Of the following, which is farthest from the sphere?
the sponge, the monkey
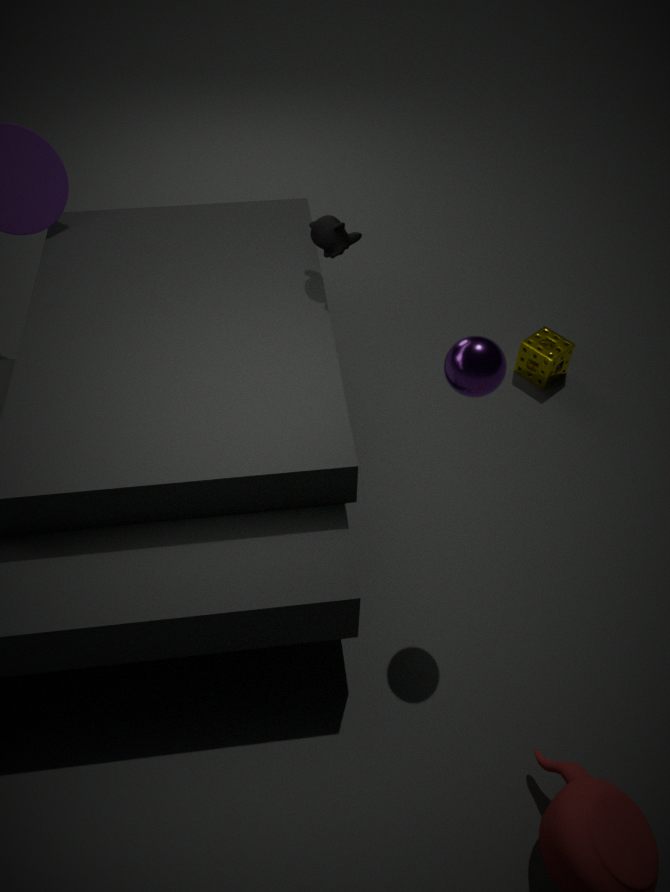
the sponge
